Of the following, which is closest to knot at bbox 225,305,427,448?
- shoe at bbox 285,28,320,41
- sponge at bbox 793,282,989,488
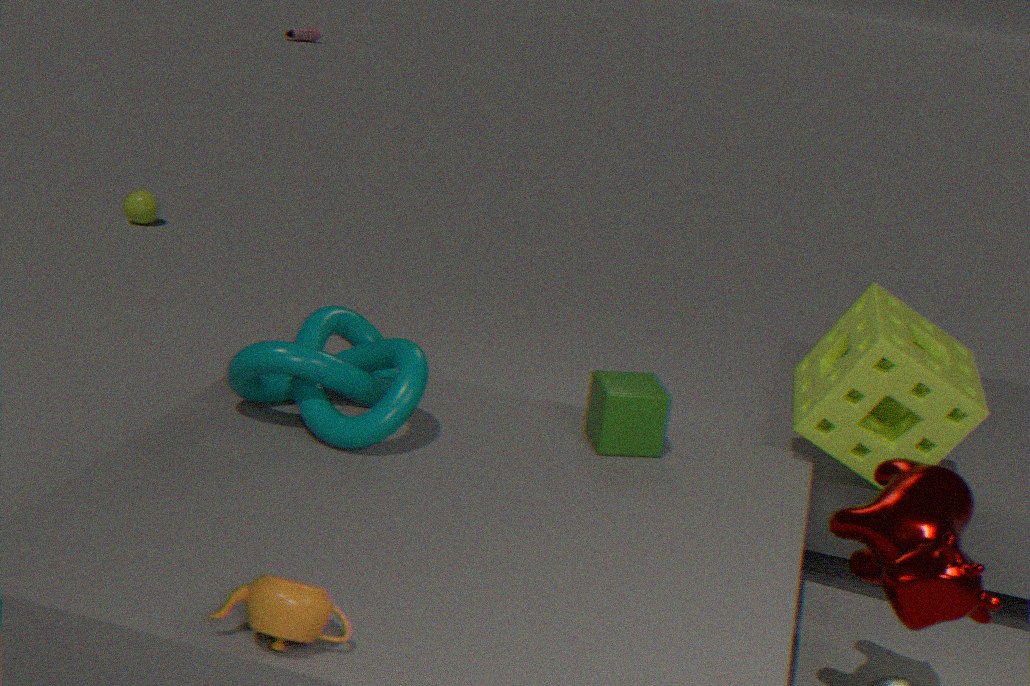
sponge at bbox 793,282,989,488
